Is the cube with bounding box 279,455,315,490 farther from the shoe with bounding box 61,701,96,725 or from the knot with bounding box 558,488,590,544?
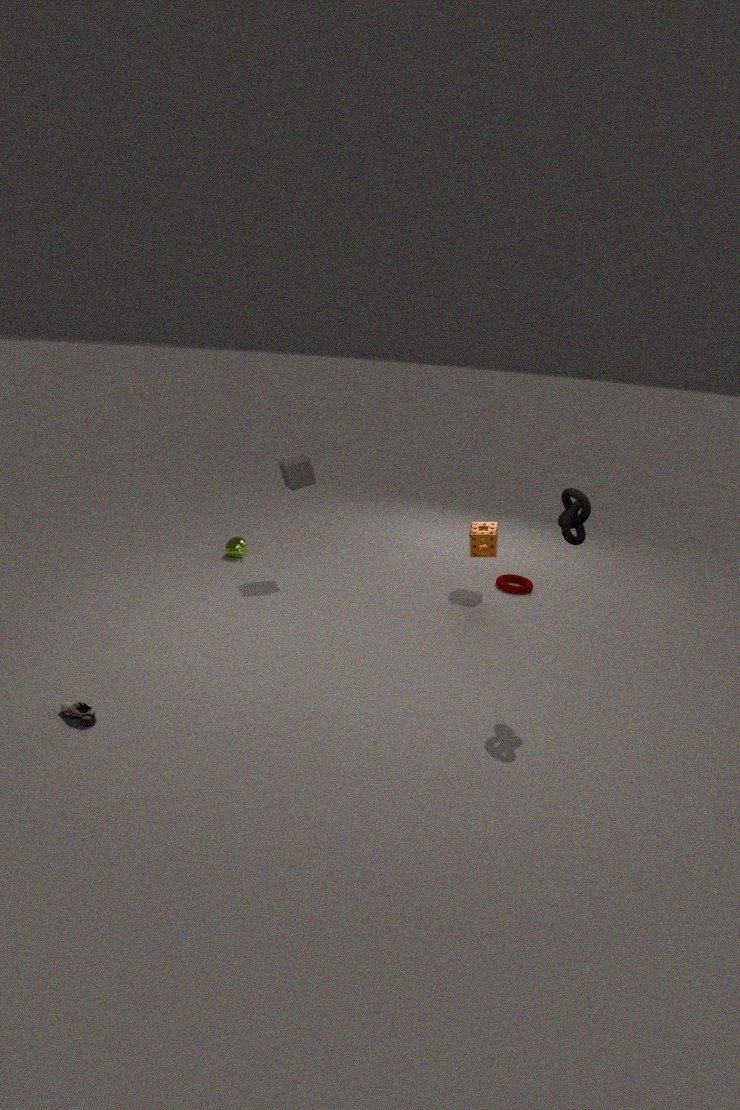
the shoe with bounding box 61,701,96,725
